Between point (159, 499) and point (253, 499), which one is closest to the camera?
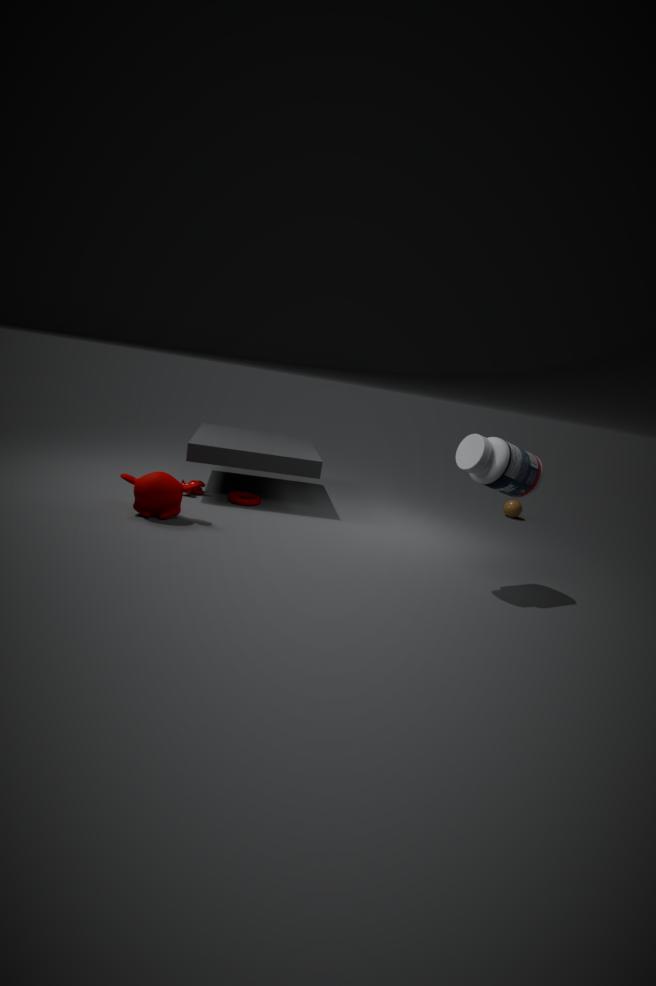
point (159, 499)
